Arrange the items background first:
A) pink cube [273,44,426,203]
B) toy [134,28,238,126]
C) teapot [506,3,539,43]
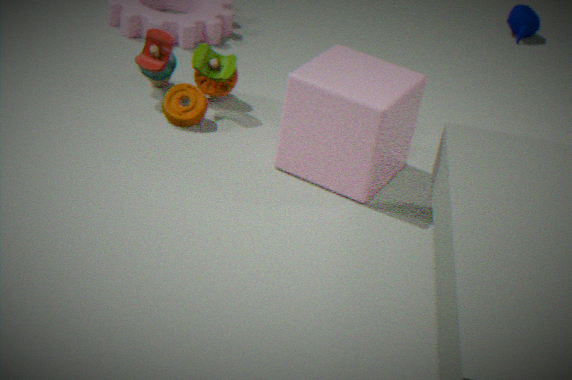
teapot [506,3,539,43], toy [134,28,238,126], pink cube [273,44,426,203]
